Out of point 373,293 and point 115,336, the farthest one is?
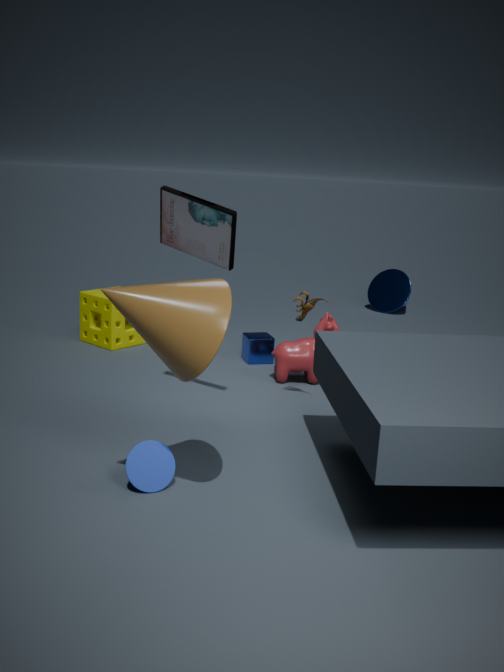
point 373,293
